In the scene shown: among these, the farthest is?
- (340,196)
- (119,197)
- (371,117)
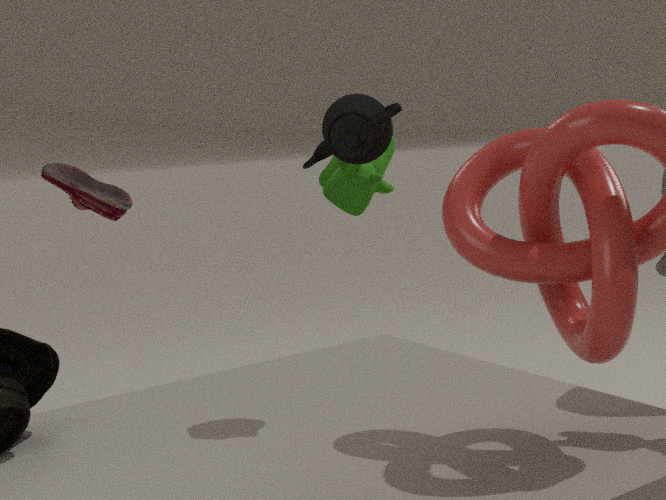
(340,196)
